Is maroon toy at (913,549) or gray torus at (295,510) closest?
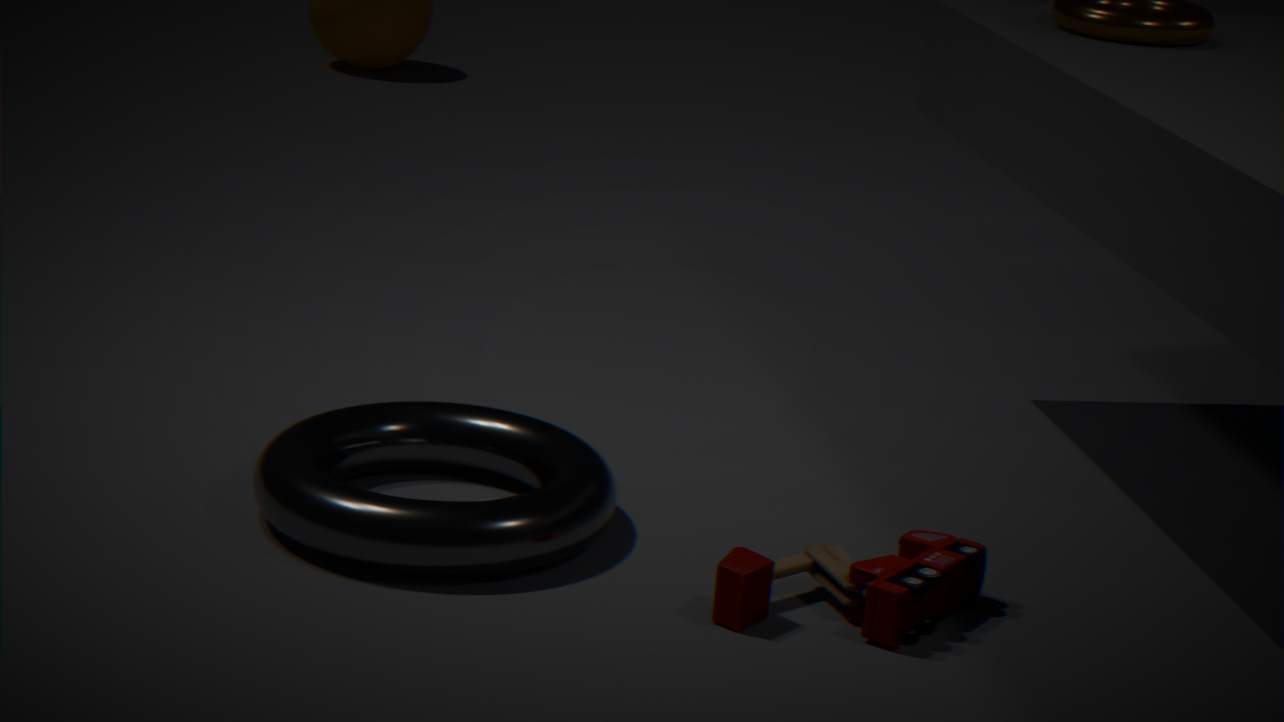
maroon toy at (913,549)
